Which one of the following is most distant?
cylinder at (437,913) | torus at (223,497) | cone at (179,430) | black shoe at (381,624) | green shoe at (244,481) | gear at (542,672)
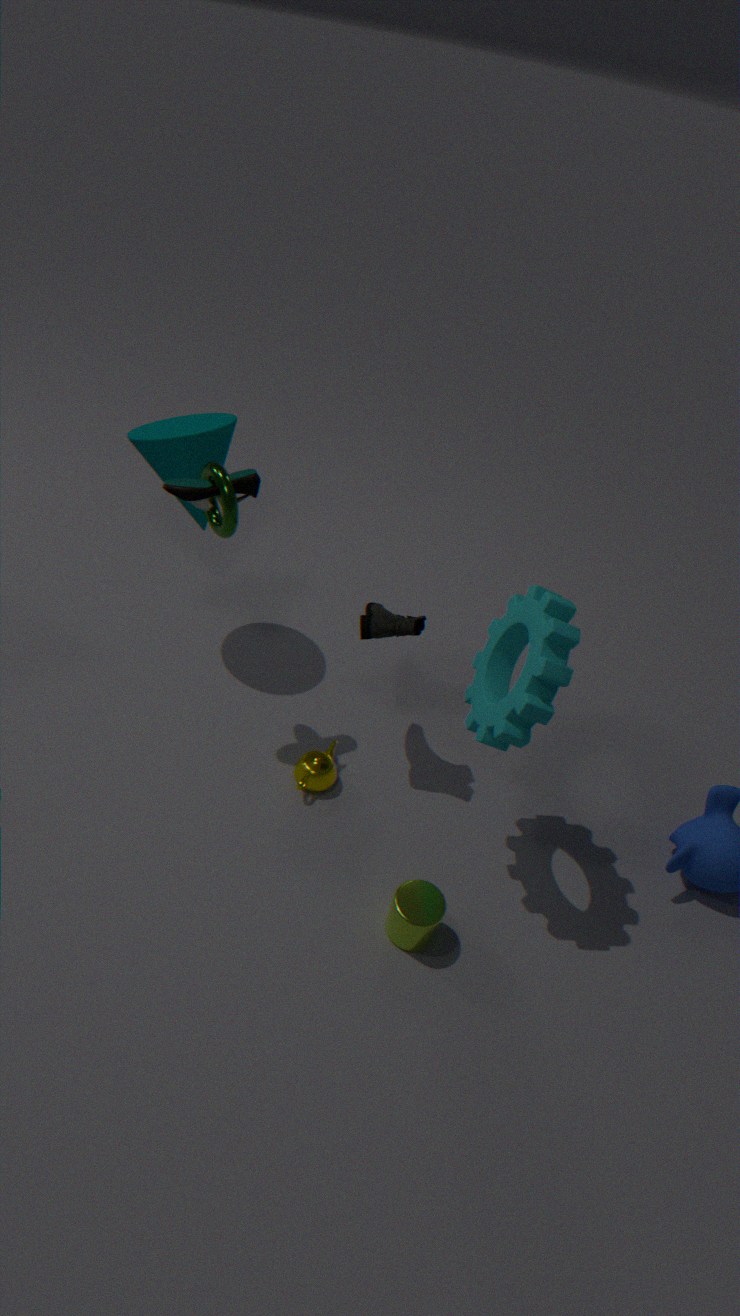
cone at (179,430)
